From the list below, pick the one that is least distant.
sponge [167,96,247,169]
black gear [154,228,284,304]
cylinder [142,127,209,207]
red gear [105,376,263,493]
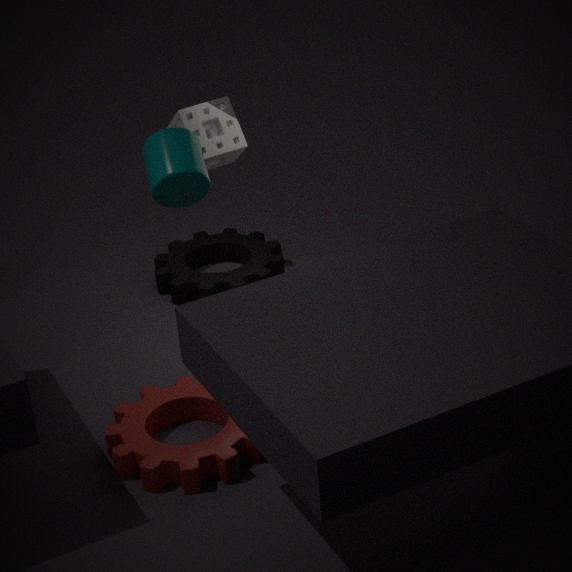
cylinder [142,127,209,207]
